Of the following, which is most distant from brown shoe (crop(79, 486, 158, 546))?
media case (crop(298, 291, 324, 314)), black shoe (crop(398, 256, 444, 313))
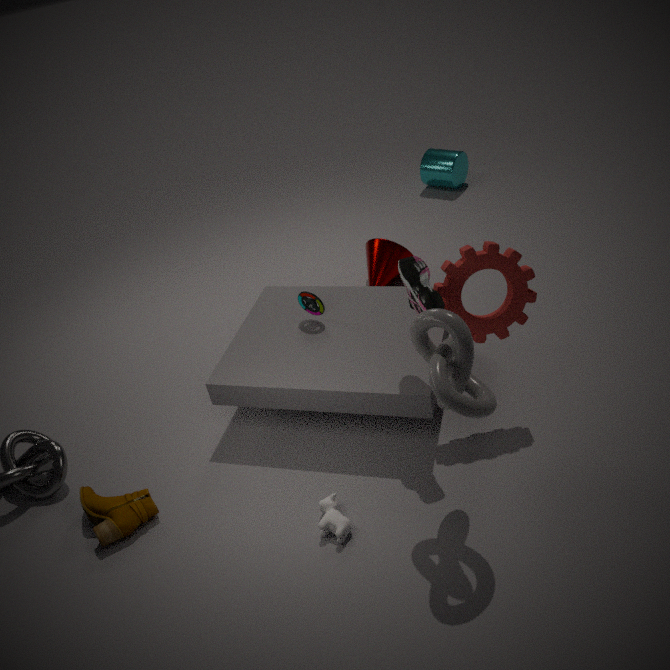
black shoe (crop(398, 256, 444, 313))
